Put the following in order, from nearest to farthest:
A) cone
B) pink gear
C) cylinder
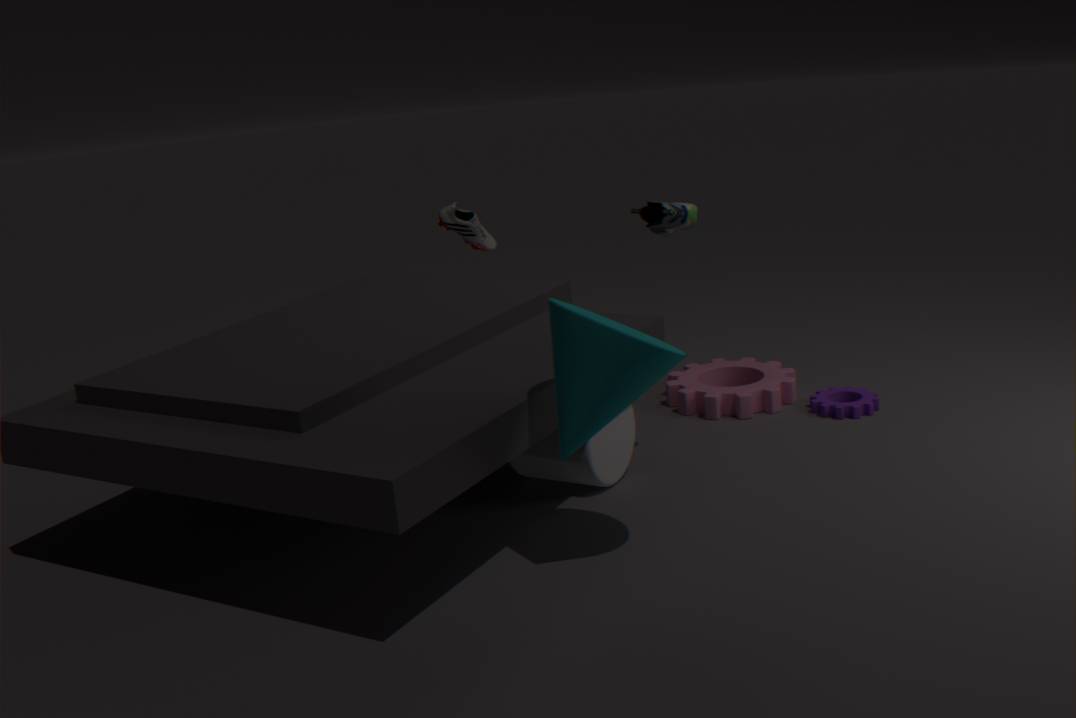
1. cone
2. cylinder
3. pink gear
